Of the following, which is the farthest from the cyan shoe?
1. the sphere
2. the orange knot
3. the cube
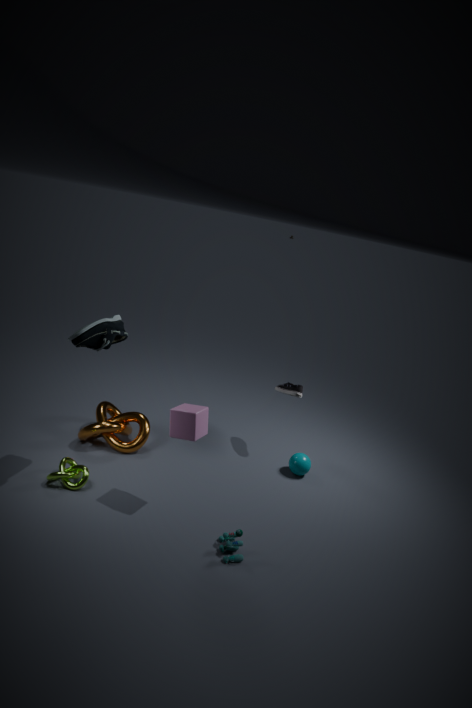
the sphere
